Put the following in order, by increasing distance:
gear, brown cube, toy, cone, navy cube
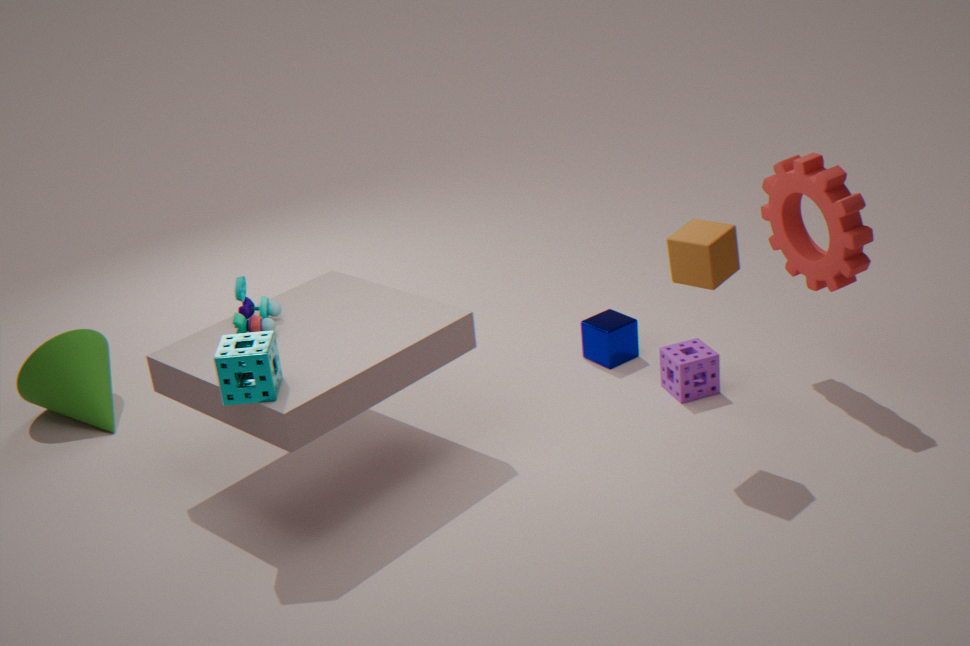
brown cube → toy → gear → cone → navy cube
